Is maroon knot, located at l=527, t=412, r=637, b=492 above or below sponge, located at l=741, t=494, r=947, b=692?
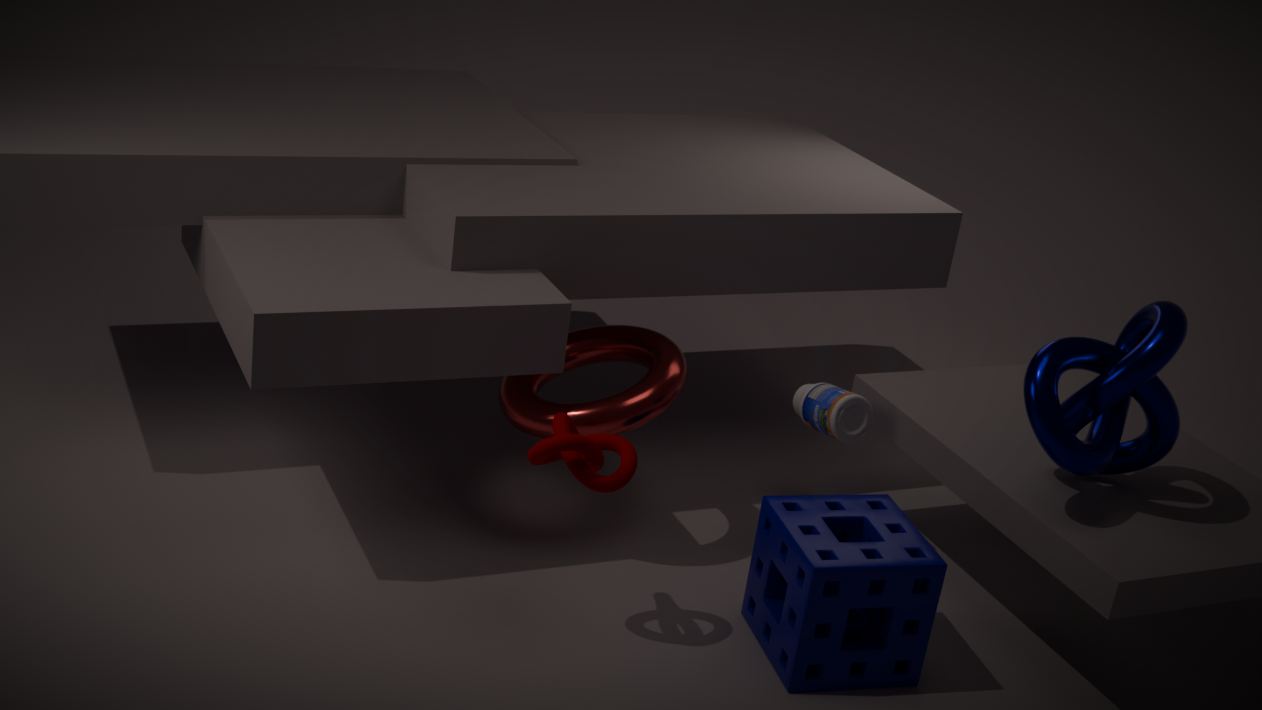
A: above
